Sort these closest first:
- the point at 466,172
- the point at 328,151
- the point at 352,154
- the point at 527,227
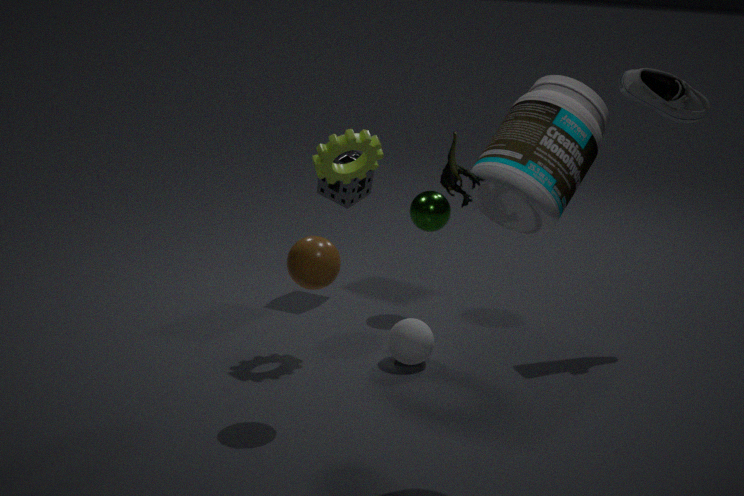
the point at 466,172
the point at 527,227
the point at 328,151
the point at 352,154
